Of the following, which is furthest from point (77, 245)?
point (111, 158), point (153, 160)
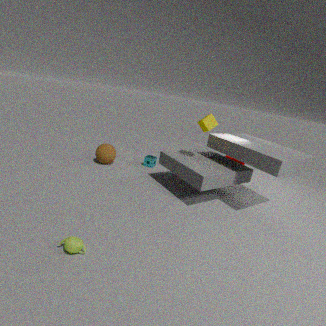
point (153, 160)
